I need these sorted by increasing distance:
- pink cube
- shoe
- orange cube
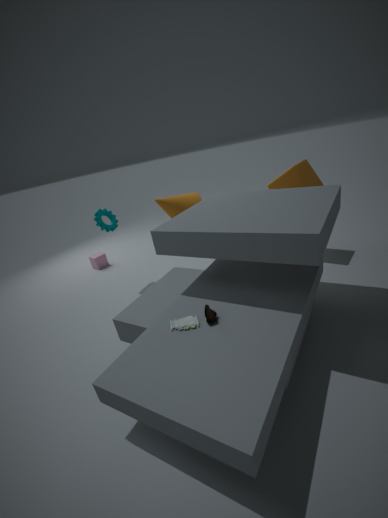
shoe, orange cube, pink cube
